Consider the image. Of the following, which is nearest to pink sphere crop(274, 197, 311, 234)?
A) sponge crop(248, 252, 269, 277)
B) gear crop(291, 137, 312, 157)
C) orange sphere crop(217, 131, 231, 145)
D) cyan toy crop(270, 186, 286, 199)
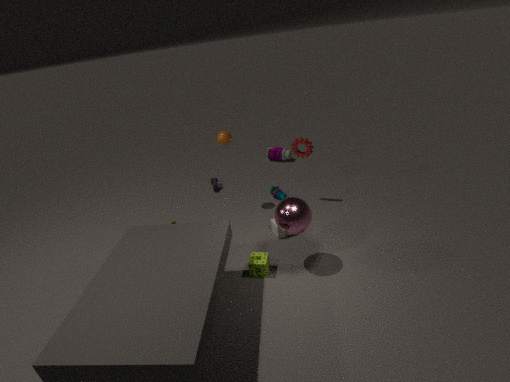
sponge crop(248, 252, 269, 277)
